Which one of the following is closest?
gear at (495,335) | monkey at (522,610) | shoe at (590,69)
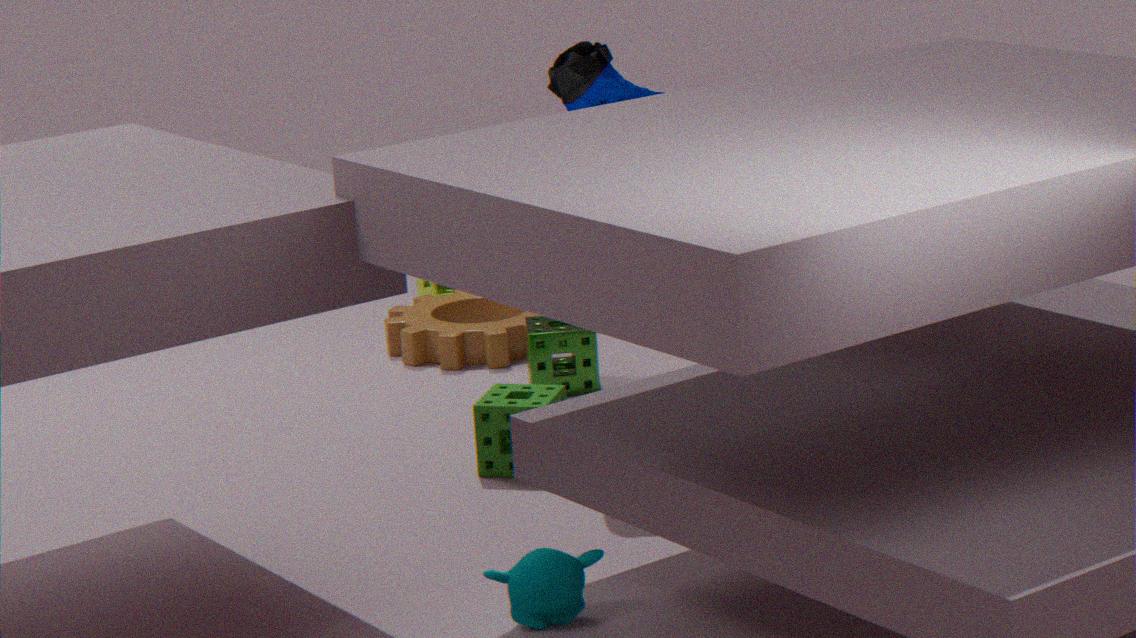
monkey at (522,610)
